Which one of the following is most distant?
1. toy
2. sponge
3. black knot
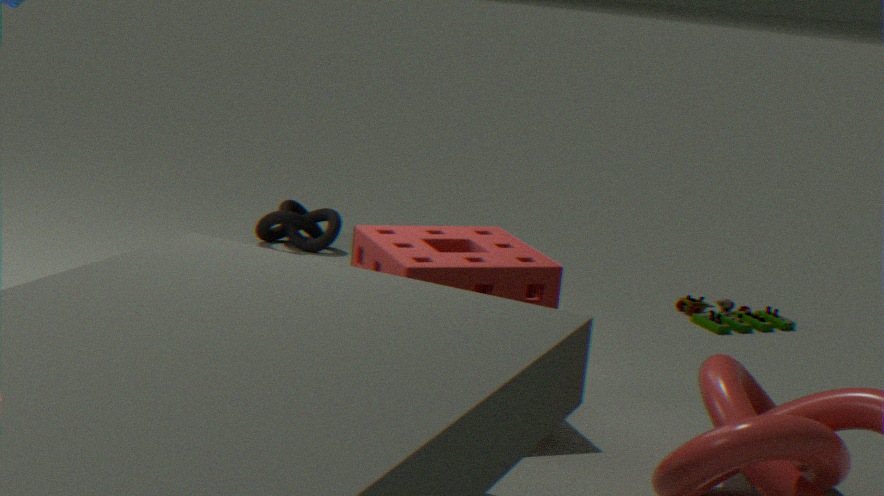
black knot
